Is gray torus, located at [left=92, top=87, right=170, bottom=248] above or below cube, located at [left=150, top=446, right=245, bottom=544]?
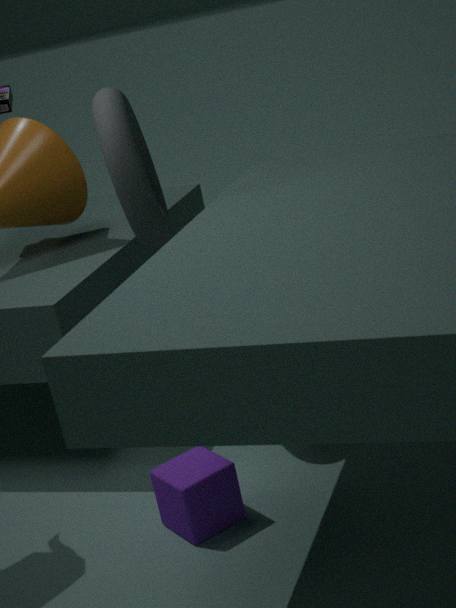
above
